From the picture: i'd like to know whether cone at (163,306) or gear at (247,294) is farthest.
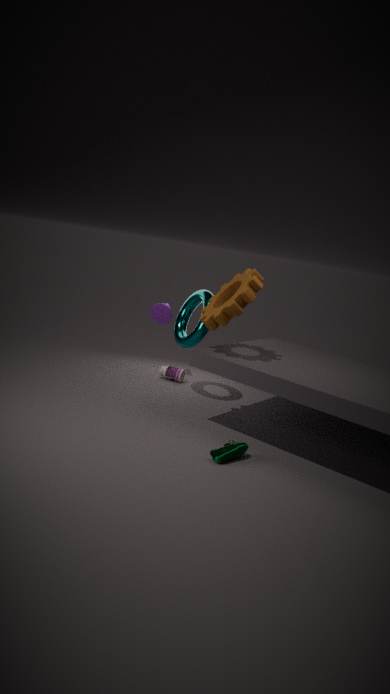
cone at (163,306)
